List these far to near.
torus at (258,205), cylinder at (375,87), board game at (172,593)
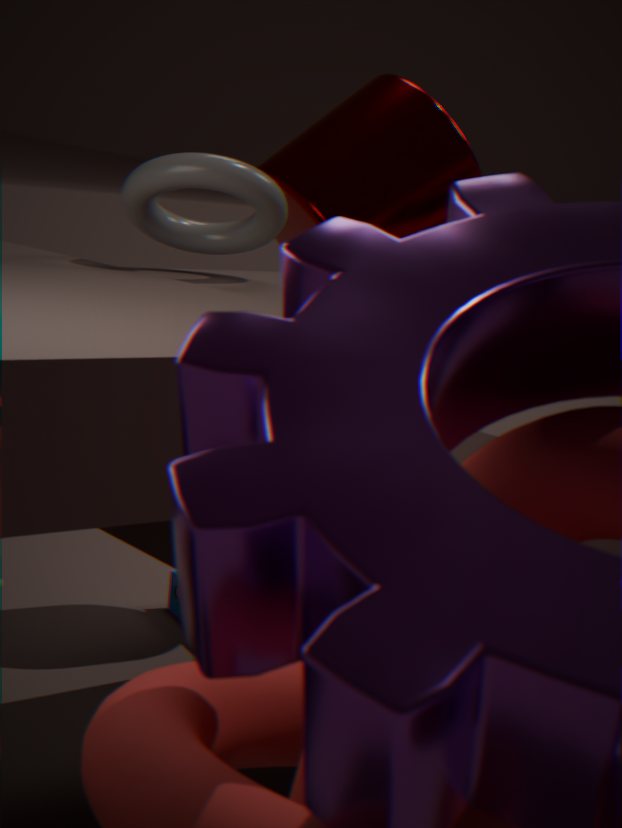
1. board game at (172,593)
2. cylinder at (375,87)
3. torus at (258,205)
